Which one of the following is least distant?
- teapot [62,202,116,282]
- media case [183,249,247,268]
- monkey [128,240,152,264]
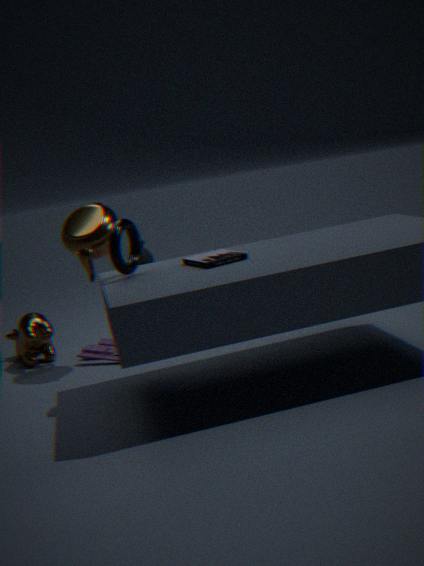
media case [183,249,247,268]
